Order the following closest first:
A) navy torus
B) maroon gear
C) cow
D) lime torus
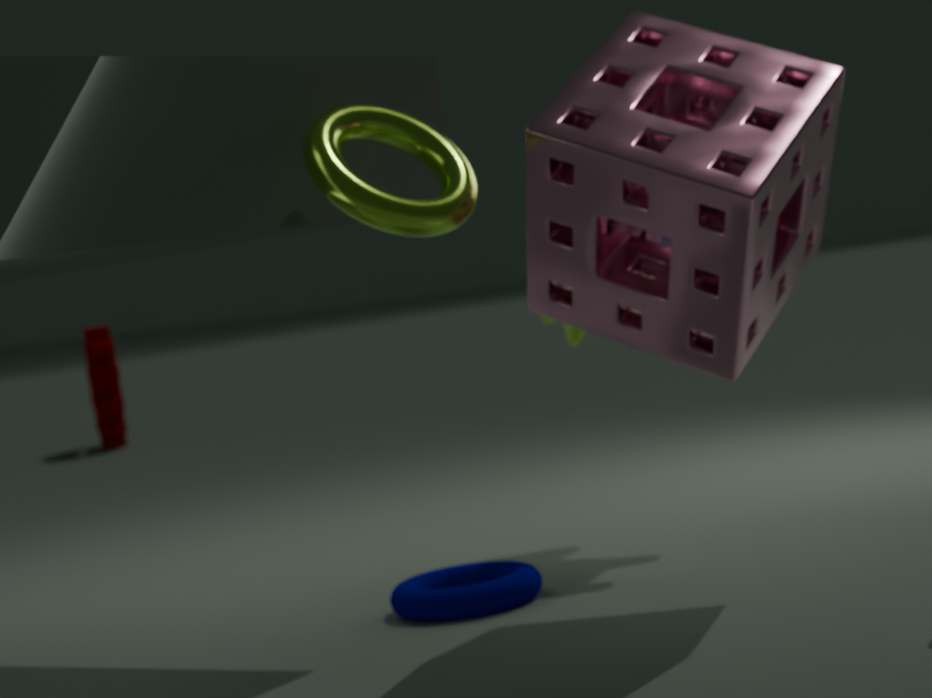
1. lime torus
2. navy torus
3. cow
4. maroon gear
